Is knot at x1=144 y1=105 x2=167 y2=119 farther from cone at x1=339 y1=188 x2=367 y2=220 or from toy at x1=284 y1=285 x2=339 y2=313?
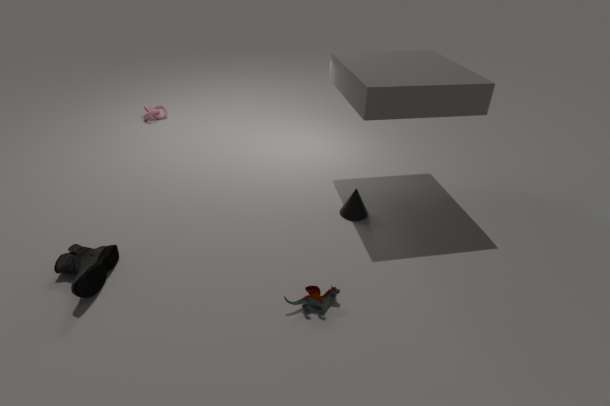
toy at x1=284 y1=285 x2=339 y2=313
